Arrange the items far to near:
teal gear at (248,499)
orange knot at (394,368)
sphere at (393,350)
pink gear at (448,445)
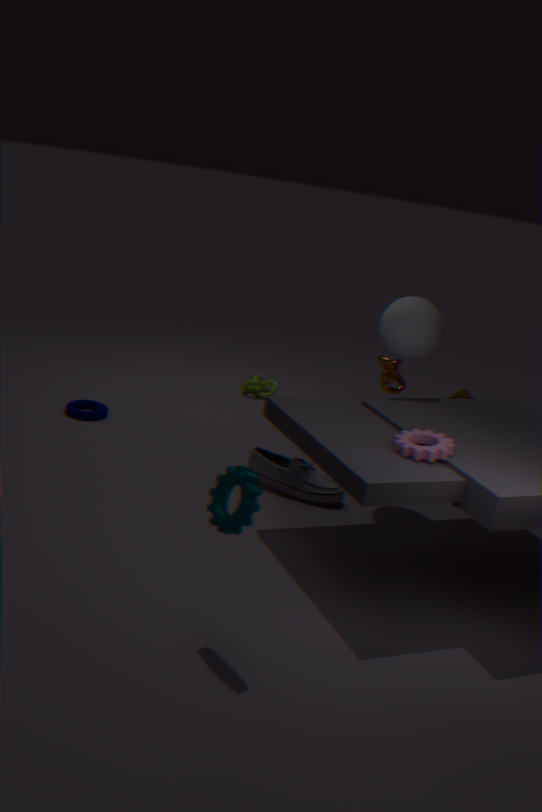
orange knot at (394,368) → sphere at (393,350) → pink gear at (448,445) → teal gear at (248,499)
